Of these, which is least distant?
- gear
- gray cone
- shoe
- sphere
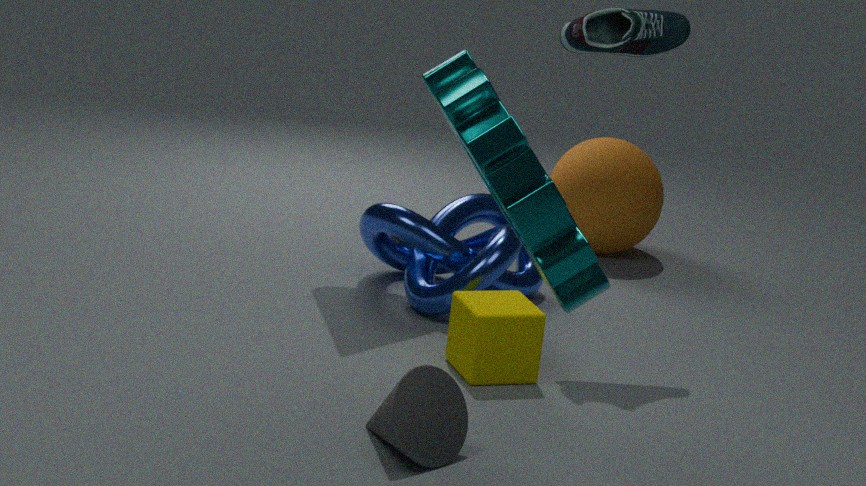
gear
